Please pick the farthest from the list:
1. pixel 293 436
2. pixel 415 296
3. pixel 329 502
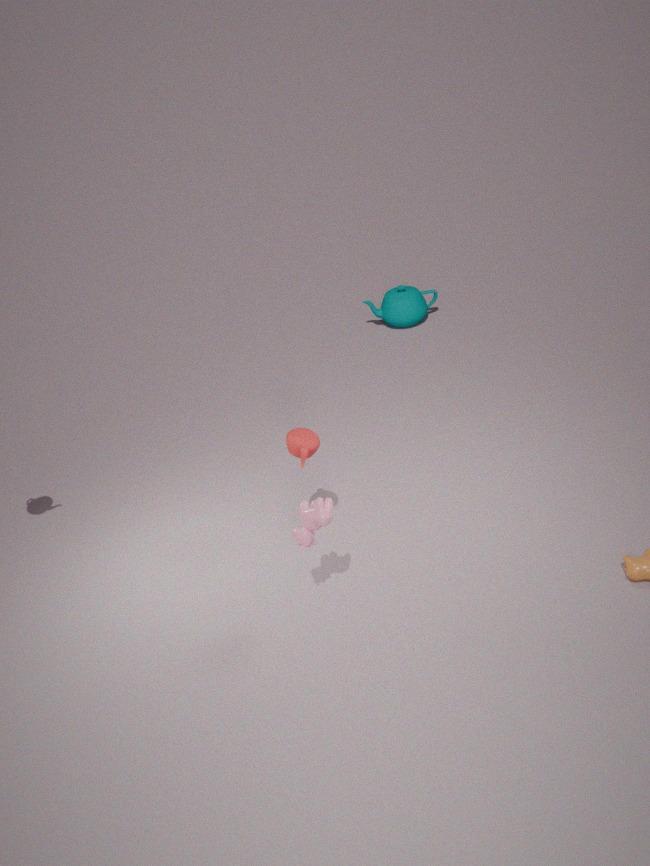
pixel 415 296
